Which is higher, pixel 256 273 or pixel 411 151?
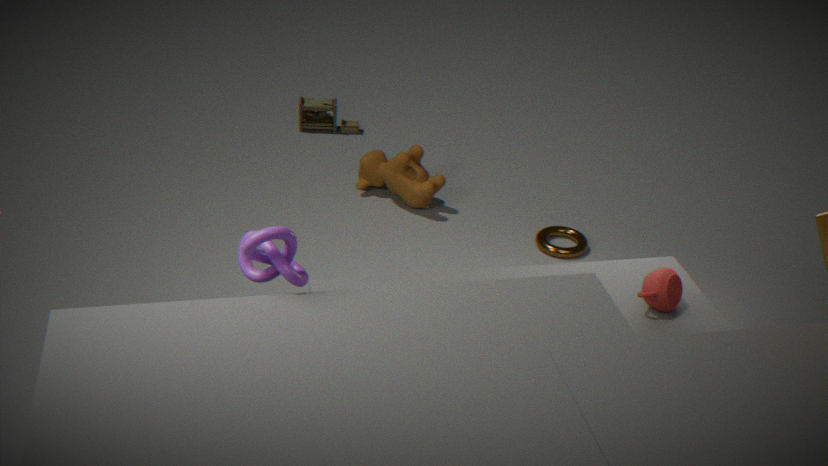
pixel 256 273
